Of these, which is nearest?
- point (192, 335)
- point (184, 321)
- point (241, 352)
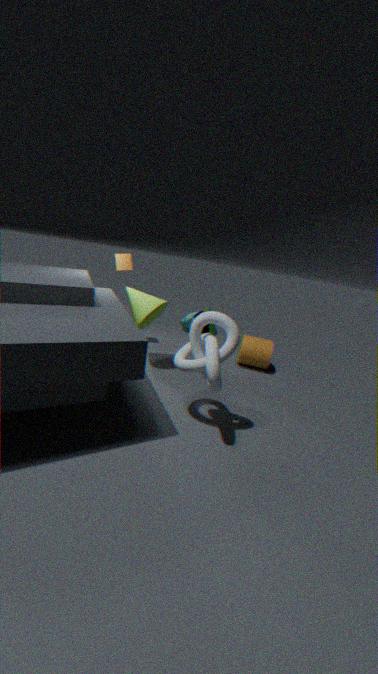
point (192, 335)
